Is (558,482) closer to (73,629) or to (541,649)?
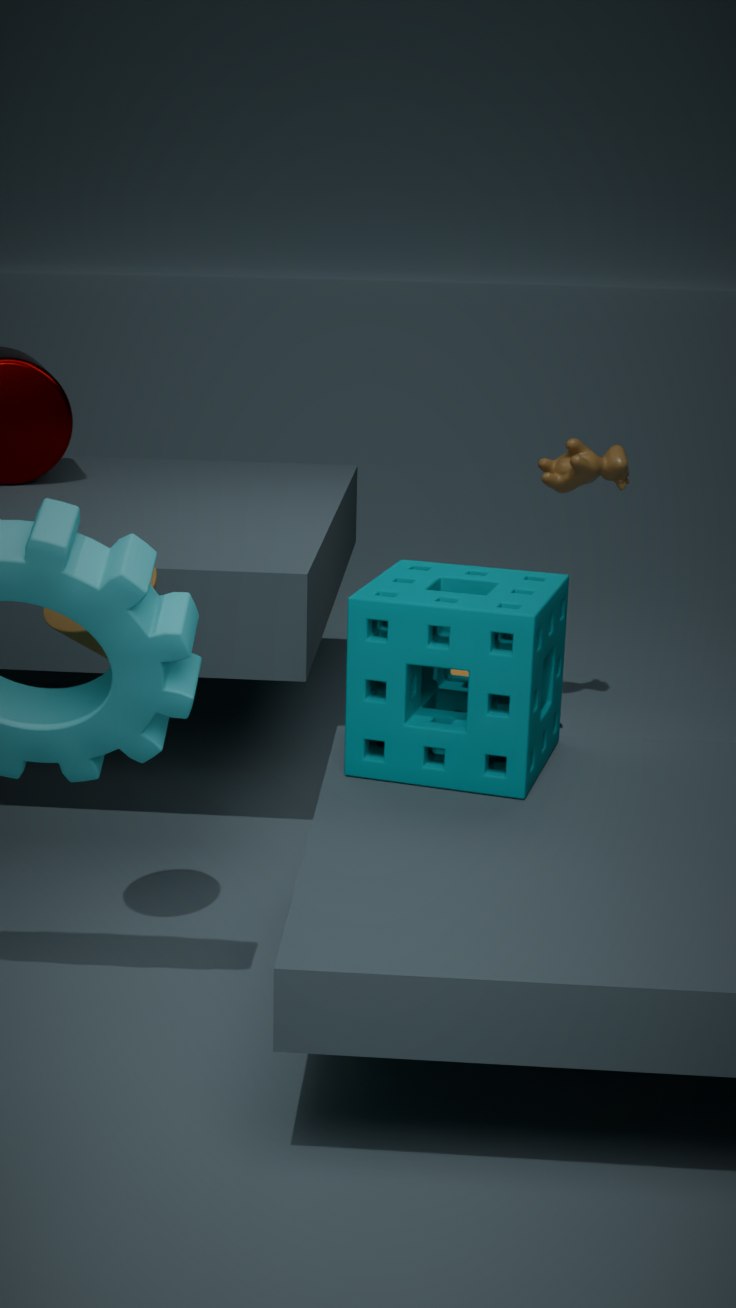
(541,649)
